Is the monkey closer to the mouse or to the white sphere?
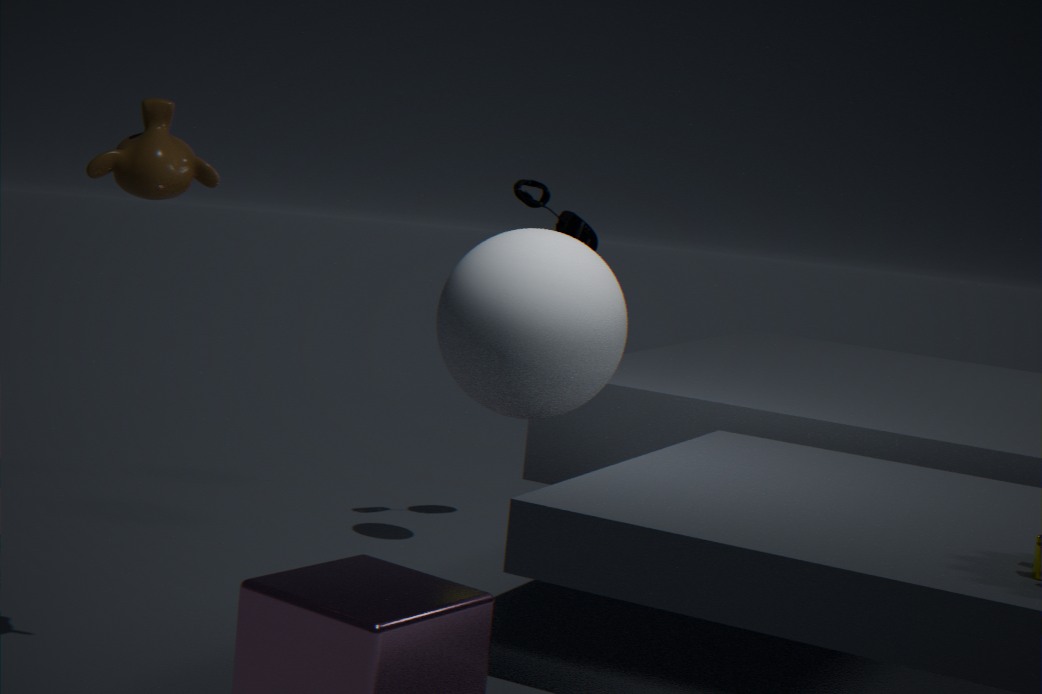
the white sphere
